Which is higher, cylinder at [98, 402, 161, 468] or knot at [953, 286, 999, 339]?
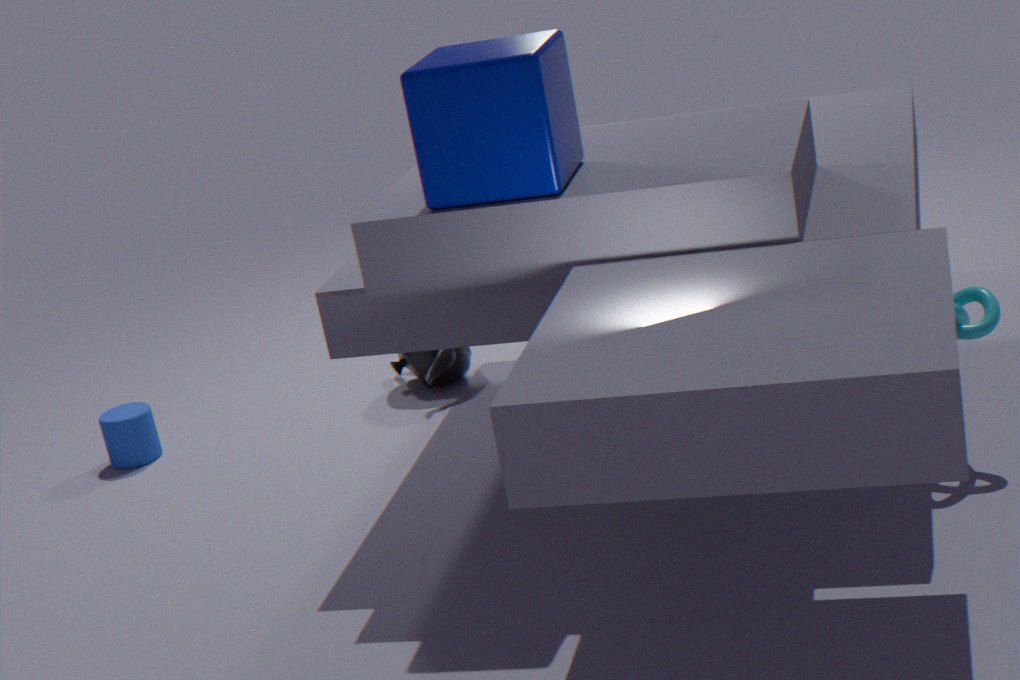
knot at [953, 286, 999, 339]
